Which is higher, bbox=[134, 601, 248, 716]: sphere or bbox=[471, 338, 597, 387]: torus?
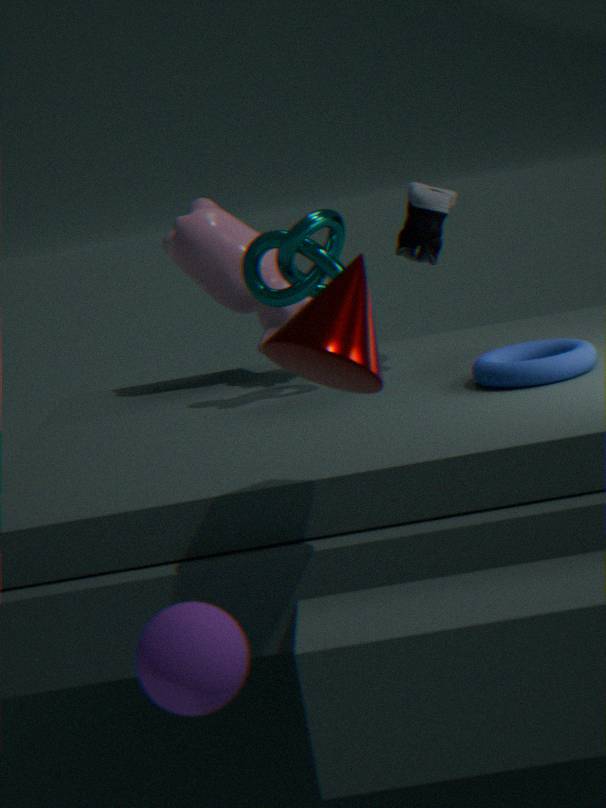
bbox=[471, 338, 597, 387]: torus
